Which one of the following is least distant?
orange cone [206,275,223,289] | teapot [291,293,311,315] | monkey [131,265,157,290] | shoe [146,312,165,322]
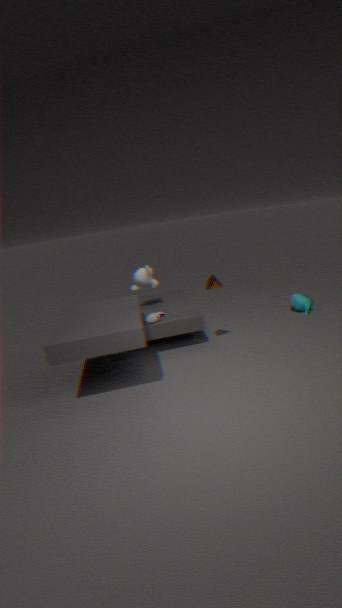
orange cone [206,275,223,289]
